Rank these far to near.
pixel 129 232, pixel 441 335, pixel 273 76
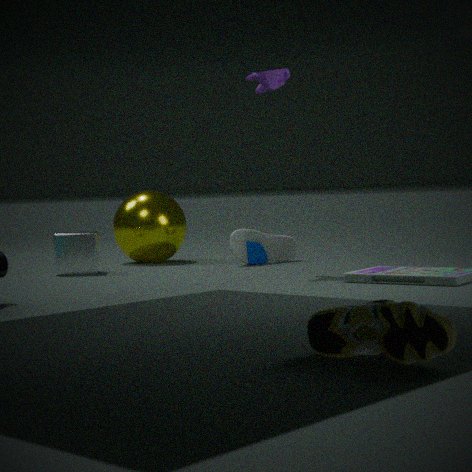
pixel 129 232, pixel 273 76, pixel 441 335
